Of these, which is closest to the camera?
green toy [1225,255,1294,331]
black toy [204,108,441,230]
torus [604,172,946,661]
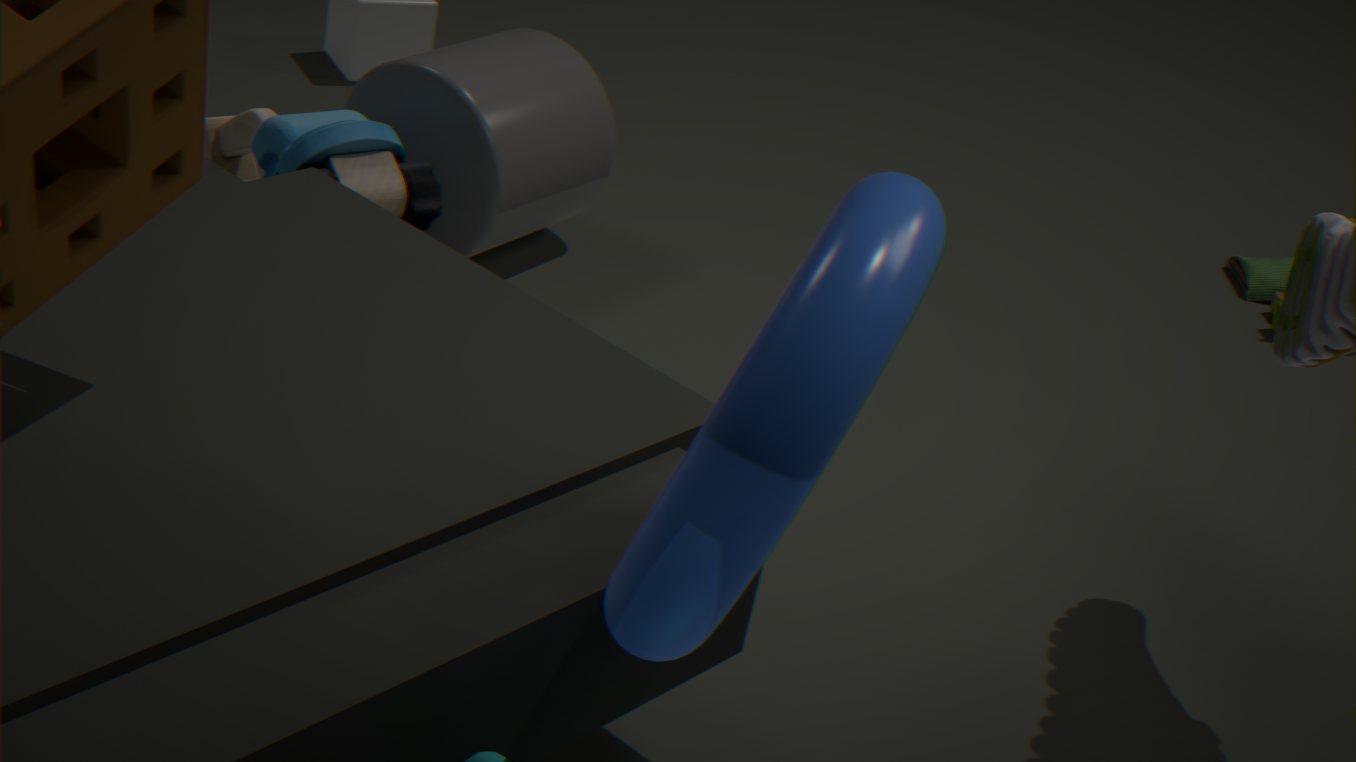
torus [604,172,946,661]
